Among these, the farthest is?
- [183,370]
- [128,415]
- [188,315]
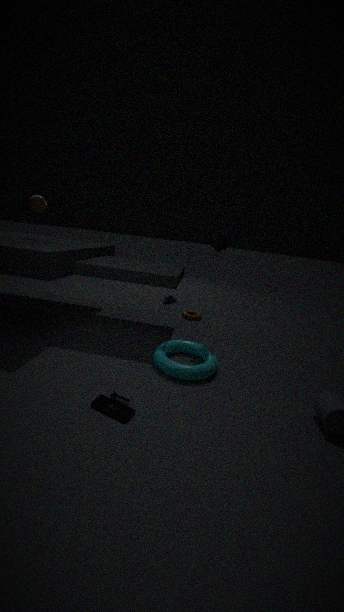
[188,315]
